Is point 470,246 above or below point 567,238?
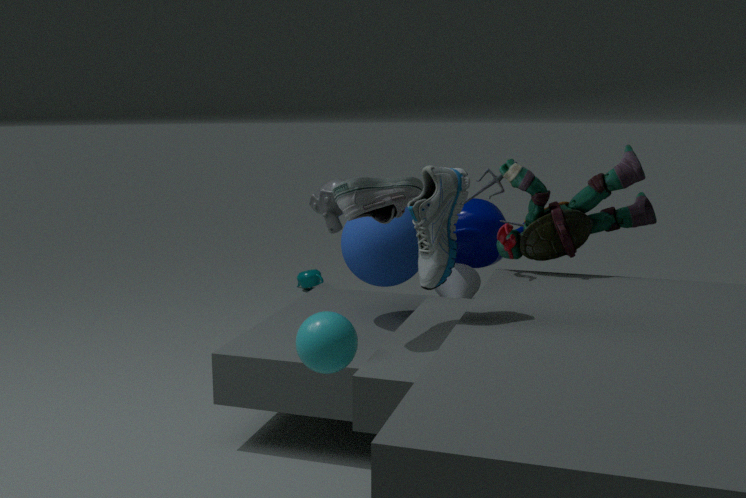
below
